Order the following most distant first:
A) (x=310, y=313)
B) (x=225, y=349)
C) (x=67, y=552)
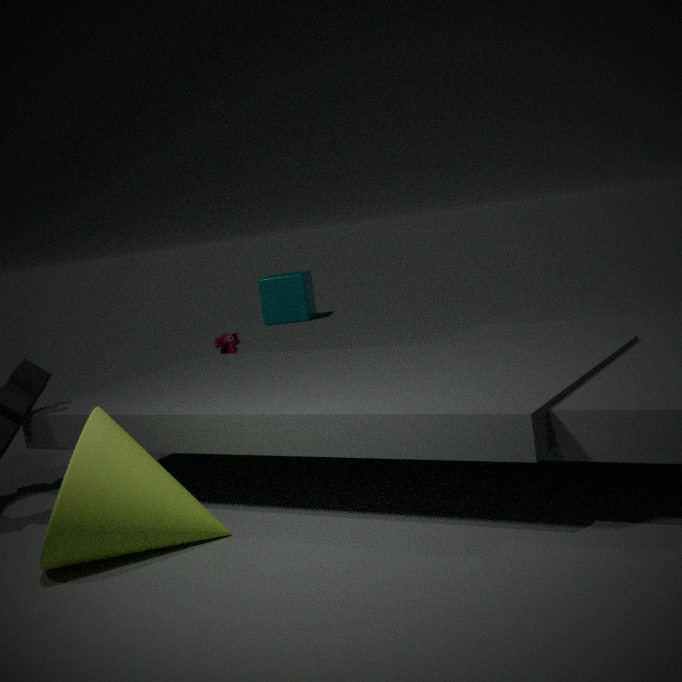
1. (x=310, y=313)
2. (x=225, y=349)
3. (x=67, y=552)
